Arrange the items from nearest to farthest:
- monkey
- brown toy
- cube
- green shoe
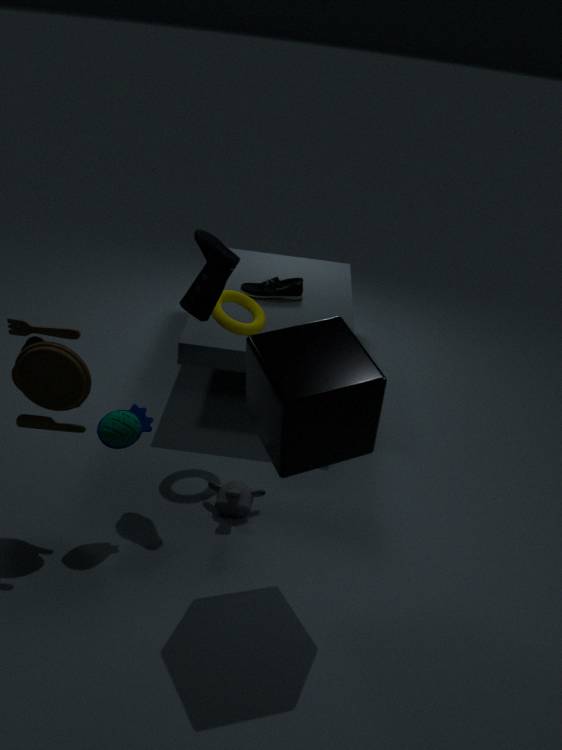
cube
brown toy
monkey
green shoe
